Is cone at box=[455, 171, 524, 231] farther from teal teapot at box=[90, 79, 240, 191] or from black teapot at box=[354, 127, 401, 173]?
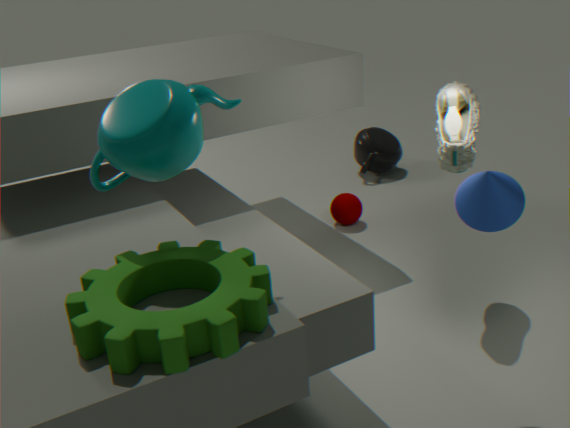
black teapot at box=[354, 127, 401, 173]
